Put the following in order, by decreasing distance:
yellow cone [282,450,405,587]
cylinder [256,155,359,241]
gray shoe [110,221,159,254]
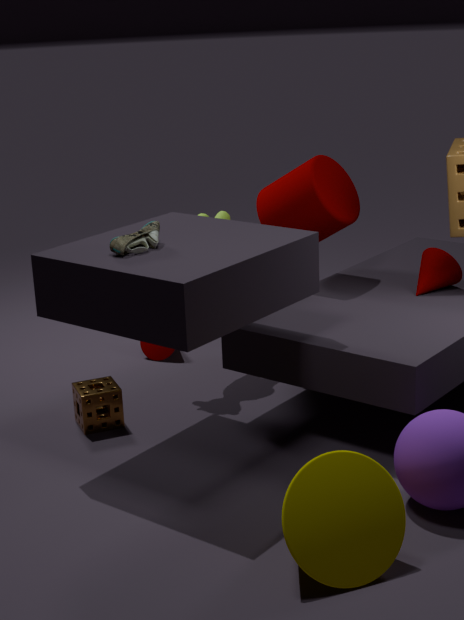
cylinder [256,155,359,241]
gray shoe [110,221,159,254]
yellow cone [282,450,405,587]
